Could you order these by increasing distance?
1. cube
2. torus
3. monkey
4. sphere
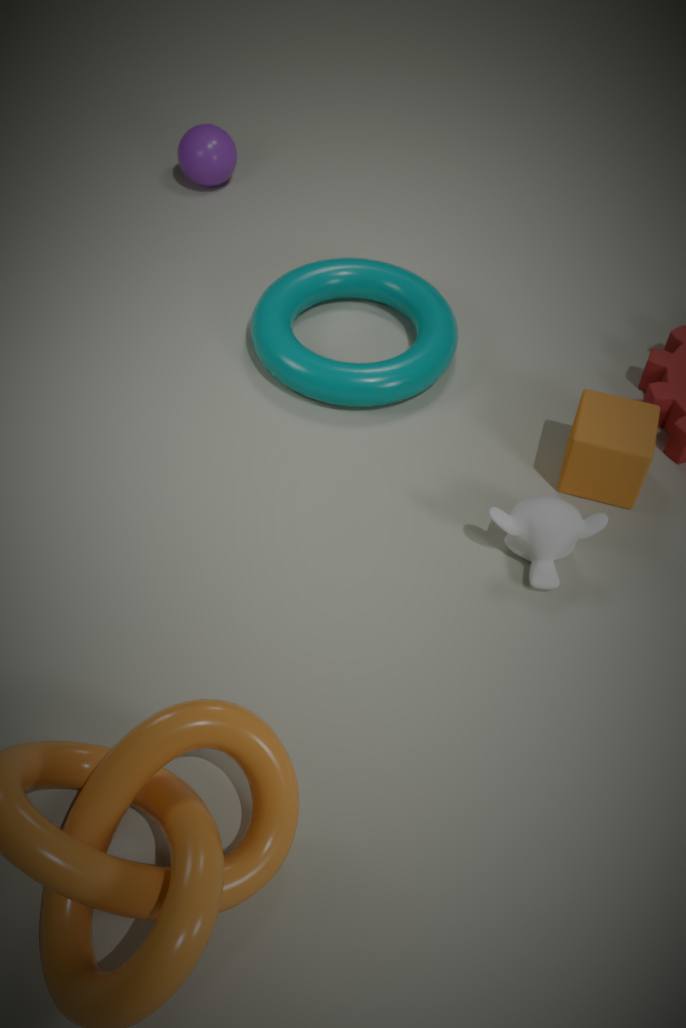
monkey < cube < torus < sphere
